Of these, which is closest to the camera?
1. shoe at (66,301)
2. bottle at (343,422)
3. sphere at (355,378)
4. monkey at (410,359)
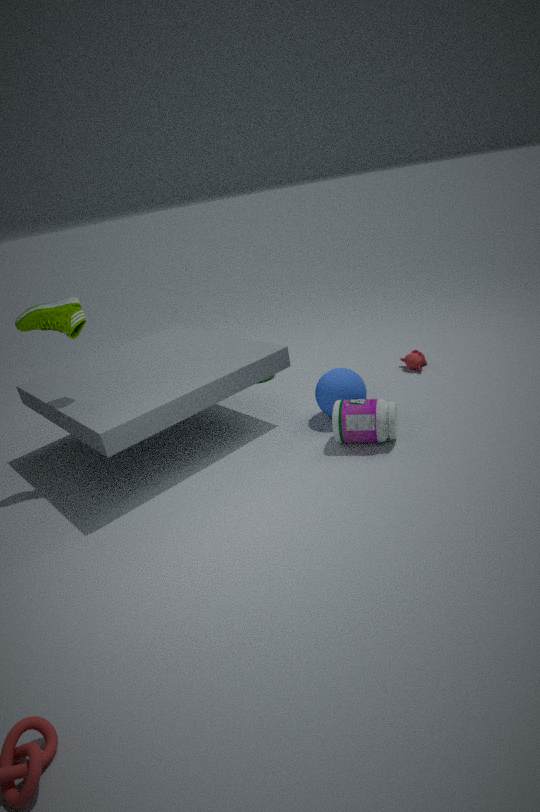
bottle at (343,422)
